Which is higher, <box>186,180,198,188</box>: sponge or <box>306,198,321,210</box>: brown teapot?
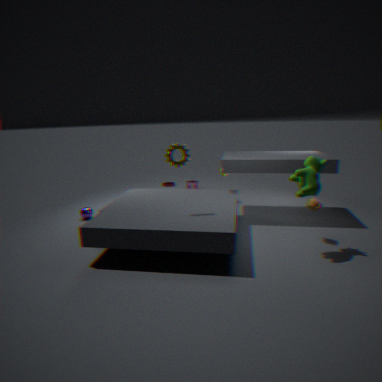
<box>306,198,321,210</box>: brown teapot
